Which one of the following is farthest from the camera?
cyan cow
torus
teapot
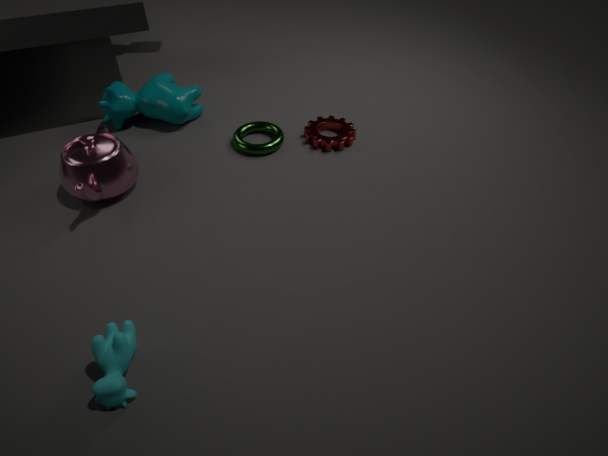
torus
